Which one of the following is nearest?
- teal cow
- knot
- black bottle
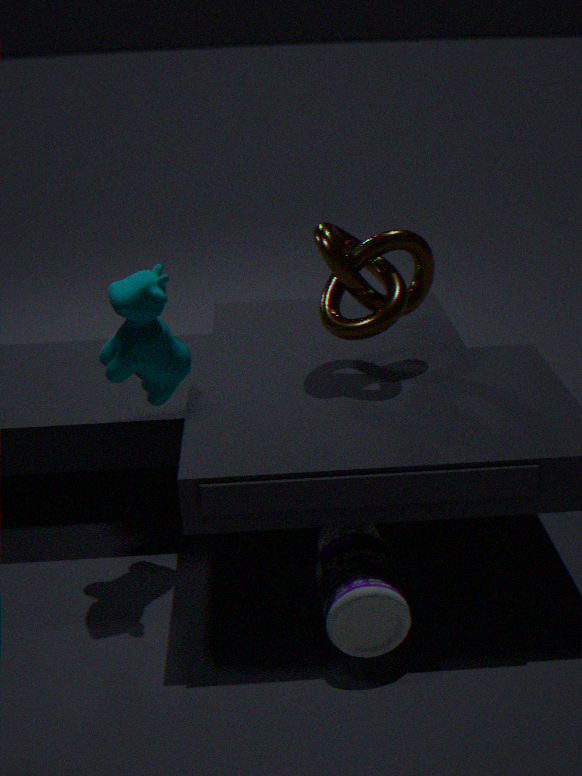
black bottle
